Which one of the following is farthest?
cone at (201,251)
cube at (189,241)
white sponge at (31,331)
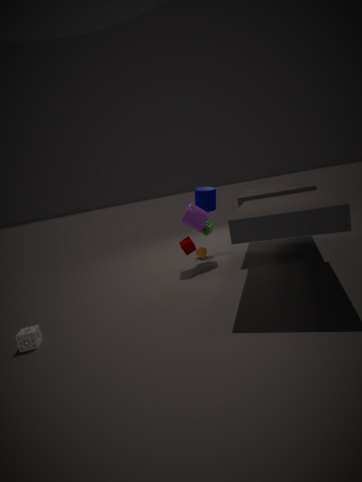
cone at (201,251)
